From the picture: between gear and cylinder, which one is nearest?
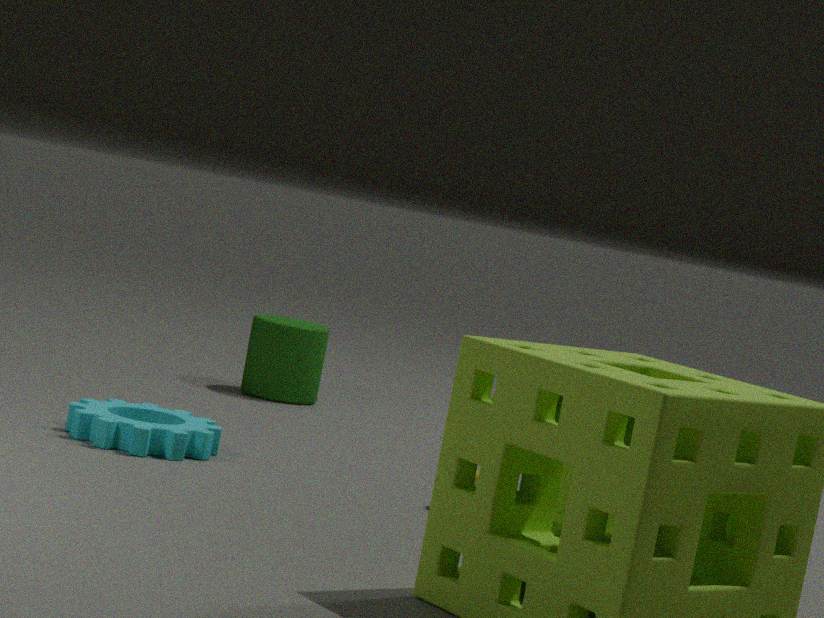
gear
